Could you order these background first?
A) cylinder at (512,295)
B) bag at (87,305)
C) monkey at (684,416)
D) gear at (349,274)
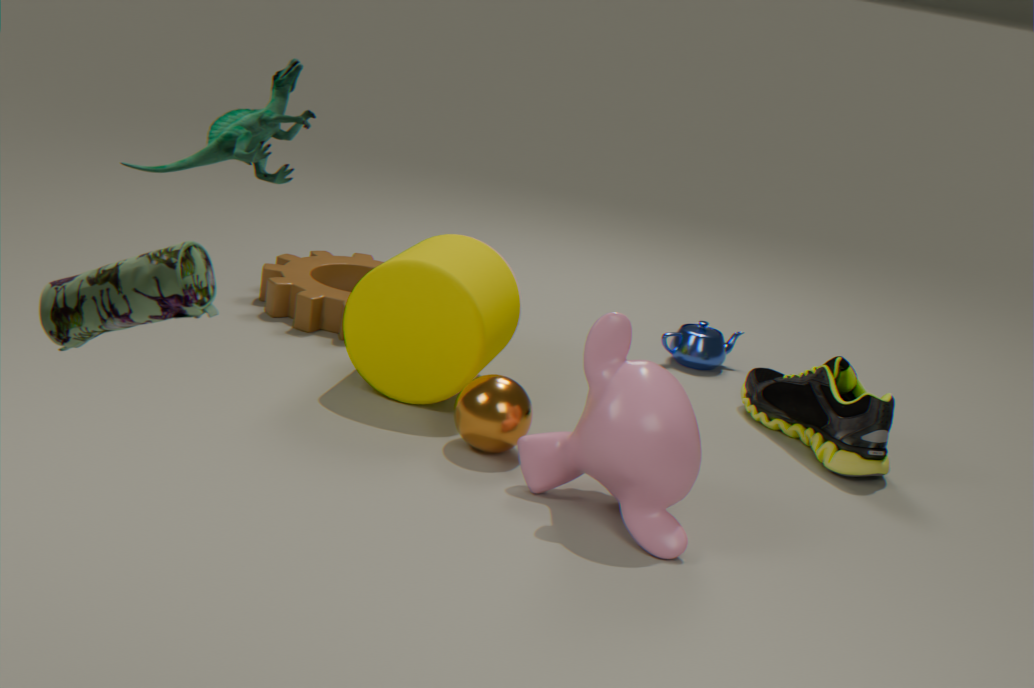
D. gear at (349,274) < A. cylinder at (512,295) < C. monkey at (684,416) < B. bag at (87,305)
